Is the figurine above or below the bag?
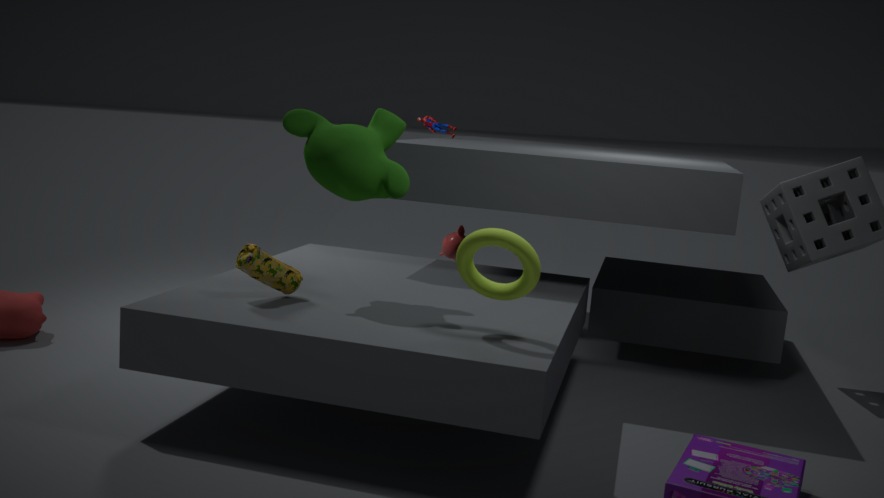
above
